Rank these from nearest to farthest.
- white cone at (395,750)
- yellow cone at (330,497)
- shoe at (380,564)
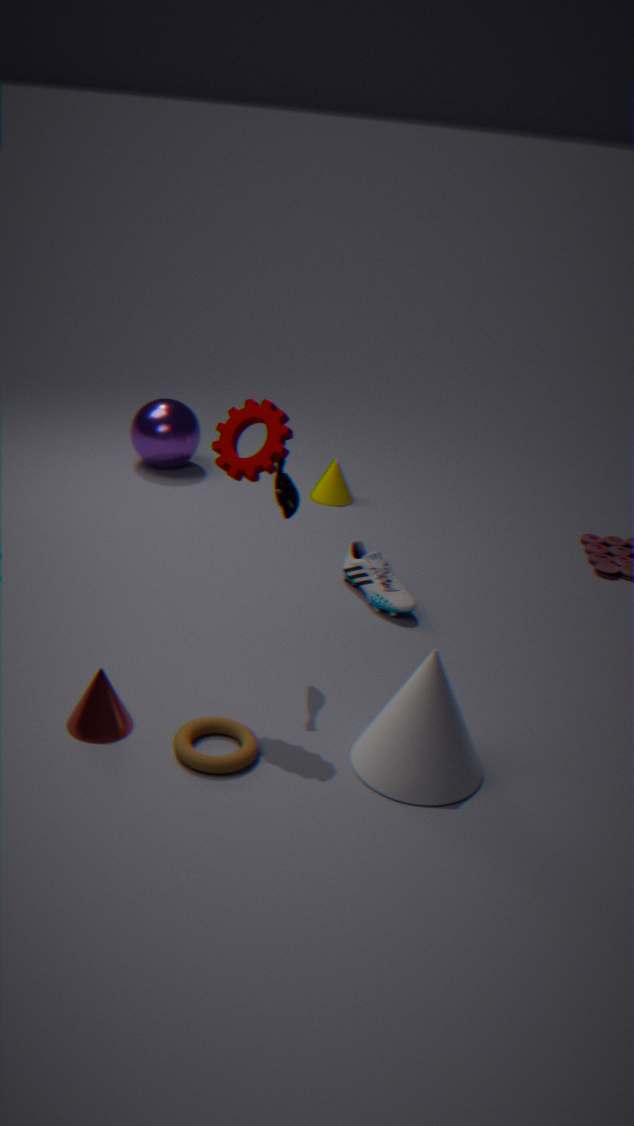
1. white cone at (395,750)
2. shoe at (380,564)
3. yellow cone at (330,497)
